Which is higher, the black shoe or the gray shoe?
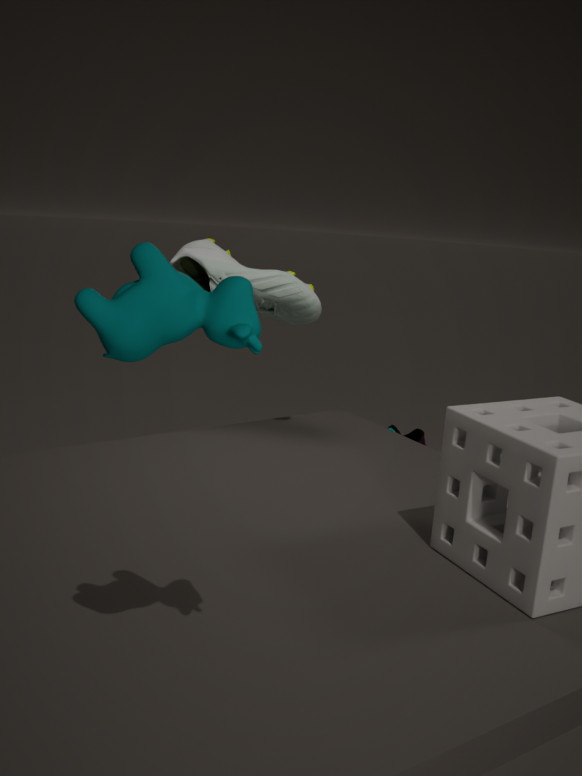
the gray shoe
